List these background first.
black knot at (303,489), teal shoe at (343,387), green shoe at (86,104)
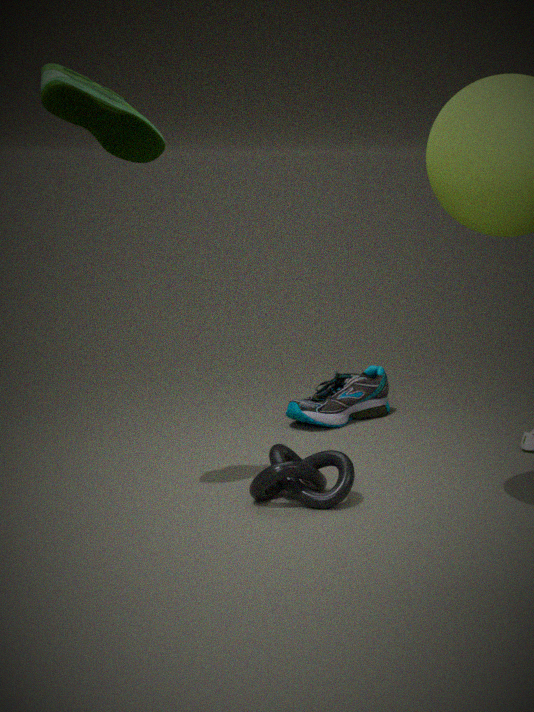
teal shoe at (343,387) < black knot at (303,489) < green shoe at (86,104)
